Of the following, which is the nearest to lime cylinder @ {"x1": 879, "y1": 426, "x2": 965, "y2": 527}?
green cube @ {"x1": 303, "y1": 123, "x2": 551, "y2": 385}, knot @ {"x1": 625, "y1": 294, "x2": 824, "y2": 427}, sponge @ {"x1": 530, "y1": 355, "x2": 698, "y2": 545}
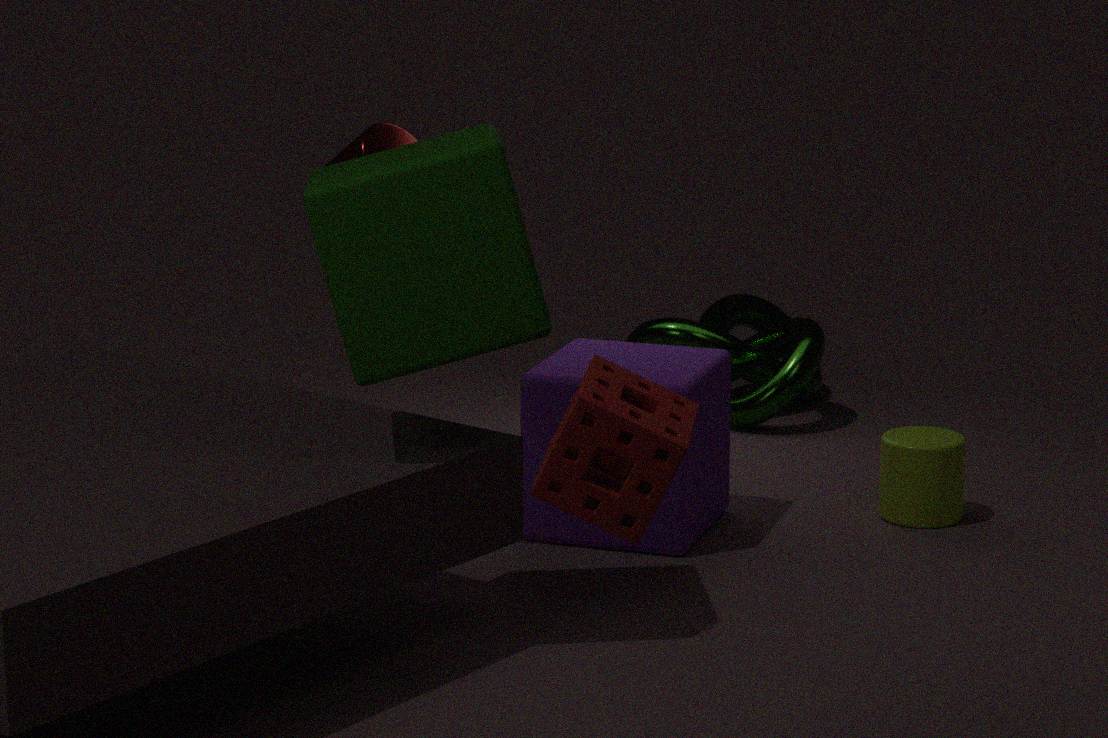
knot @ {"x1": 625, "y1": 294, "x2": 824, "y2": 427}
